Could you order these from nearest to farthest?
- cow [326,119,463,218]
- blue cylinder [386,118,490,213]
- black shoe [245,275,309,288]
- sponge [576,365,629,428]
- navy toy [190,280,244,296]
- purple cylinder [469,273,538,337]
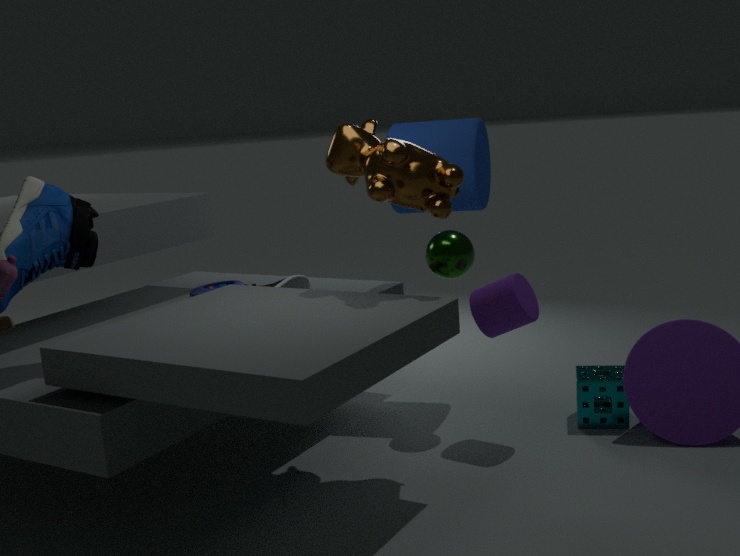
1. cow [326,119,463,218]
2. purple cylinder [469,273,538,337]
3. sponge [576,365,629,428]
4. black shoe [245,275,309,288]
5. blue cylinder [386,118,490,213]
6. navy toy [190,280,244,296]
